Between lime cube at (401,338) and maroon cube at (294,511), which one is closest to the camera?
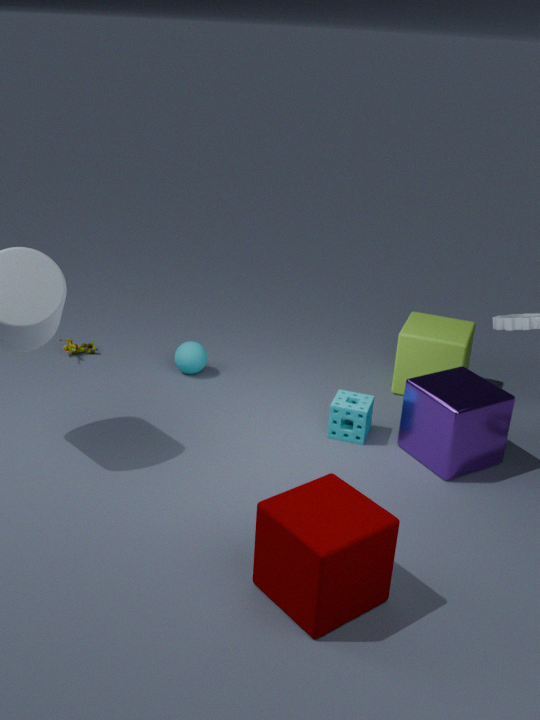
maroon cube at (294,511)
